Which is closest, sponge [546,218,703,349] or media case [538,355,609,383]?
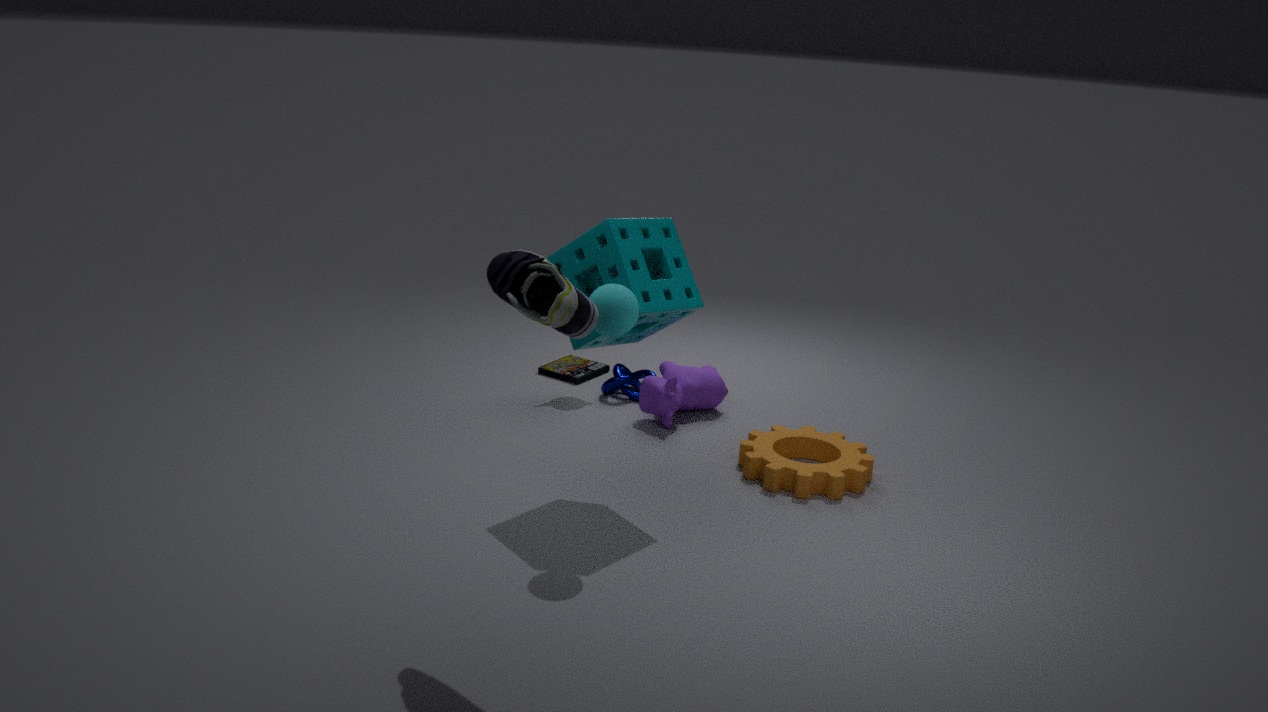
sponge [546,218,703,349]
